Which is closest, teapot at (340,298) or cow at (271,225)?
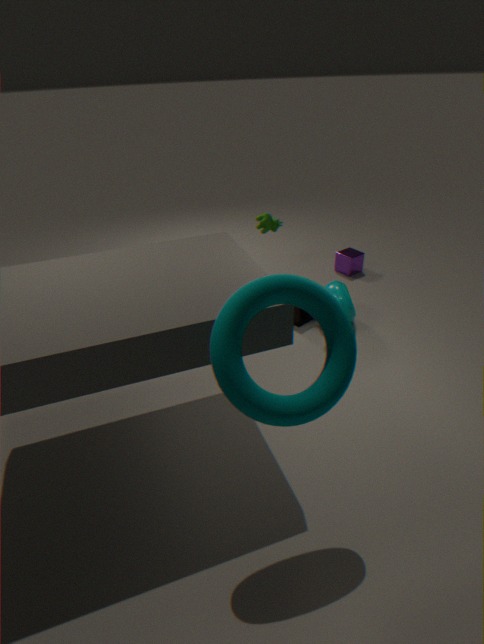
teapot at (340,298)
